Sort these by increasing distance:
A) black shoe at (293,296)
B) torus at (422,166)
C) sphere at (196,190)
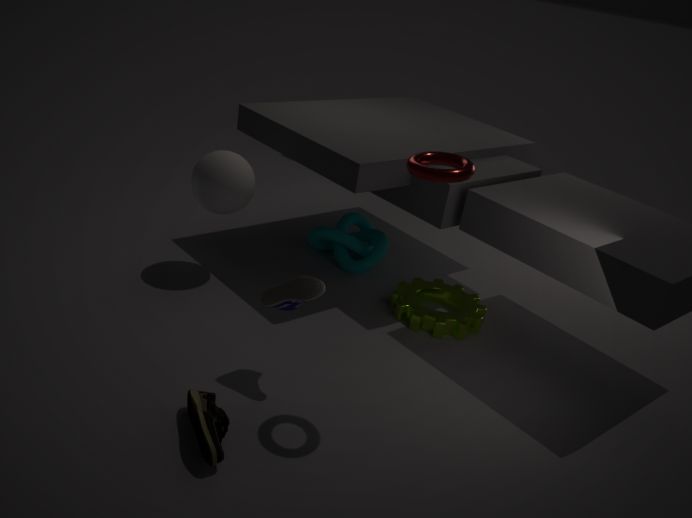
1. torus at (422,166)
2. black shoe at (293,296)
3. sphere at (196,190)
